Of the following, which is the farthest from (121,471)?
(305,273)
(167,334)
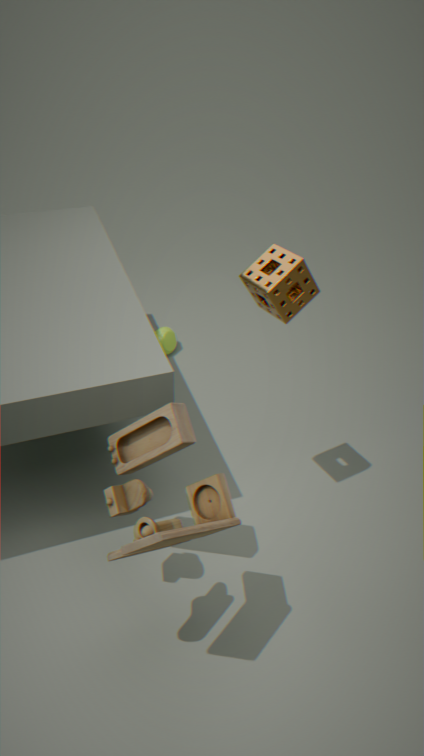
(167,334)
